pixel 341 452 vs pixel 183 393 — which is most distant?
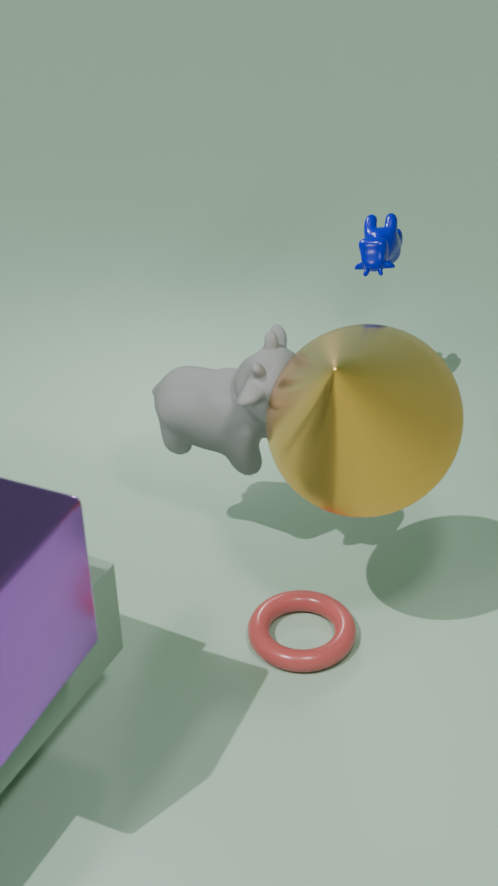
pixel 183 393
